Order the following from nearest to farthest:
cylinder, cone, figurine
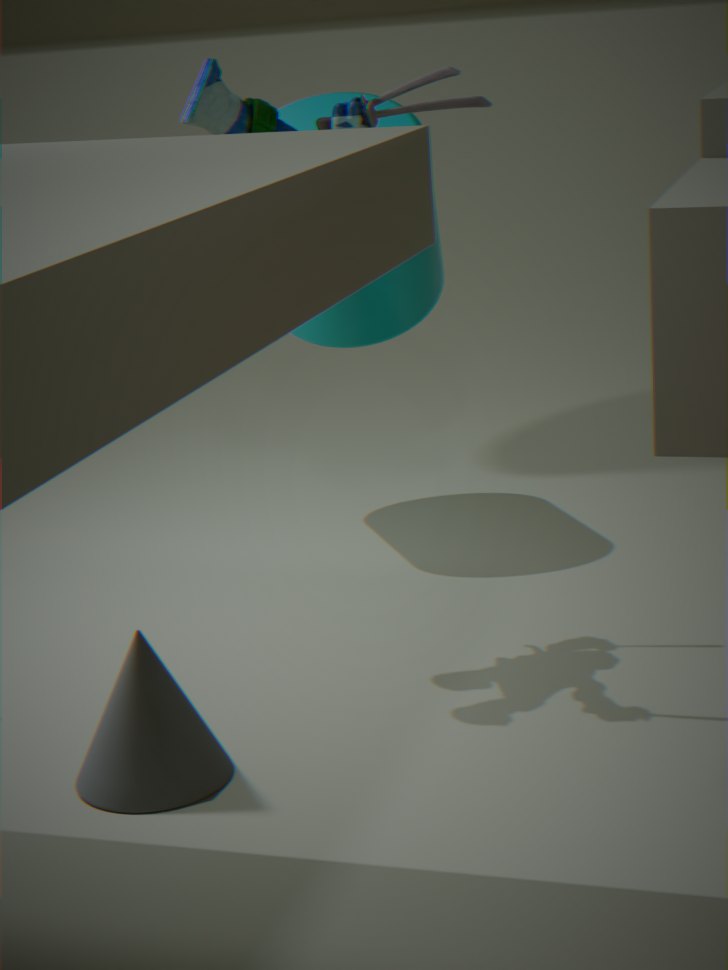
cone < figurine < cylinder
